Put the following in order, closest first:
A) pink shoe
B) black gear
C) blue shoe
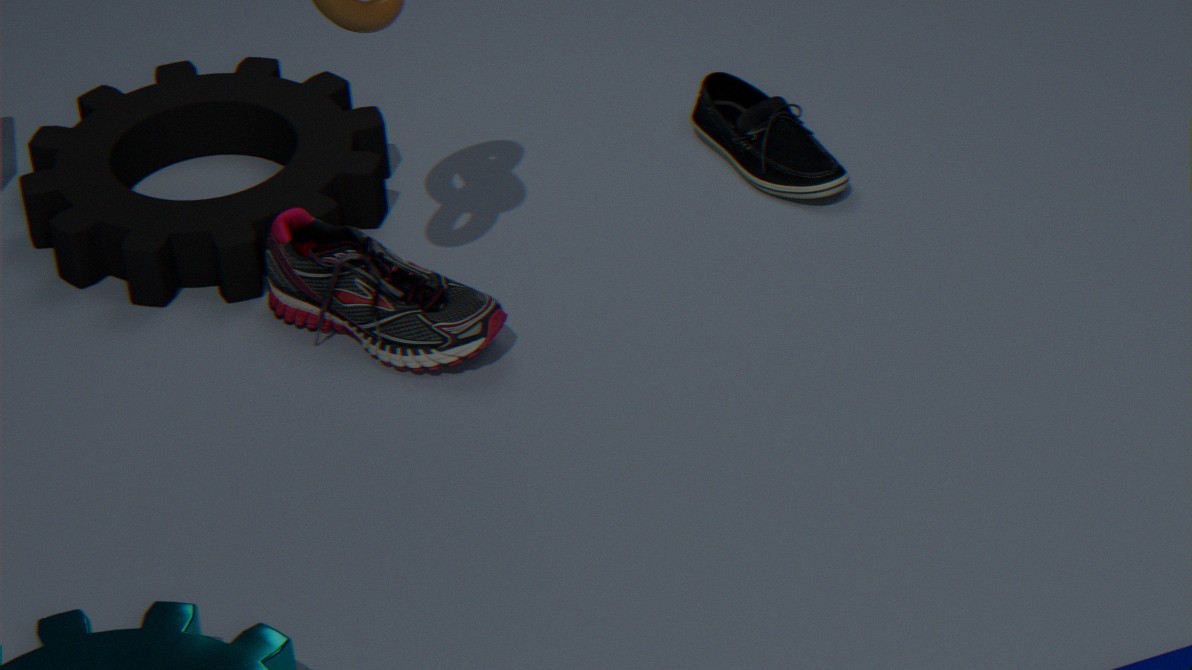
pink shoe → black gear → blue shoe
